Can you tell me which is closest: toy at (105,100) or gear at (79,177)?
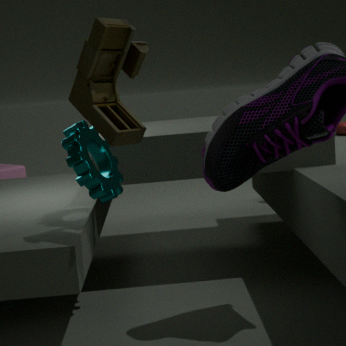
toy at (105,100)
